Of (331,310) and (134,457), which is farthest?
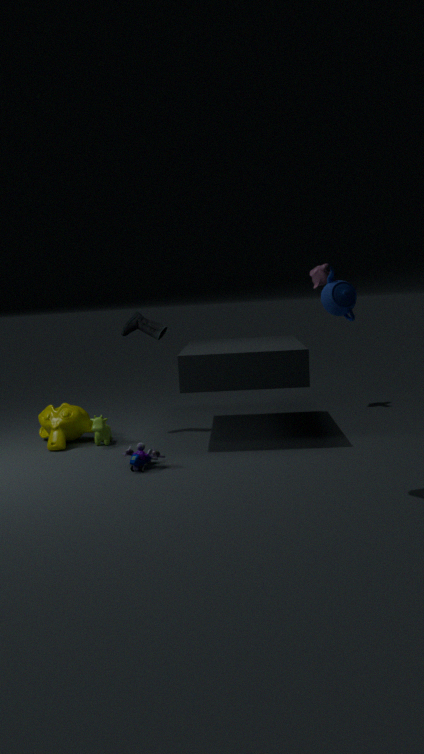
(134,457)
